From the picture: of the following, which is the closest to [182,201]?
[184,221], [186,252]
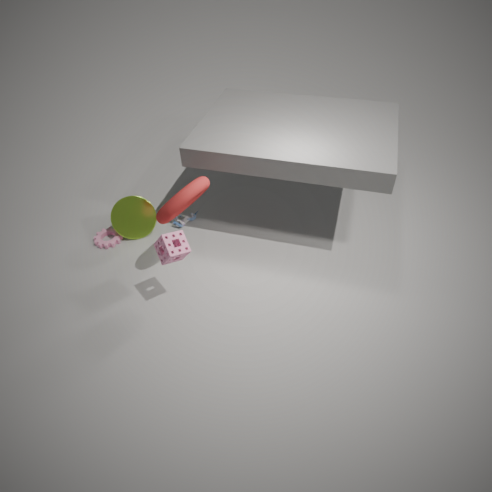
[186,252]
